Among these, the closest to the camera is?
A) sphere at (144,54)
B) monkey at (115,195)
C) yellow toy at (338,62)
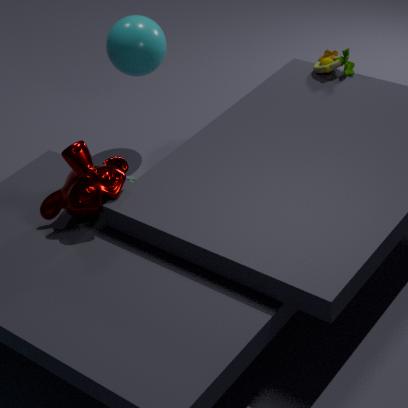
monkey at (115,195)
